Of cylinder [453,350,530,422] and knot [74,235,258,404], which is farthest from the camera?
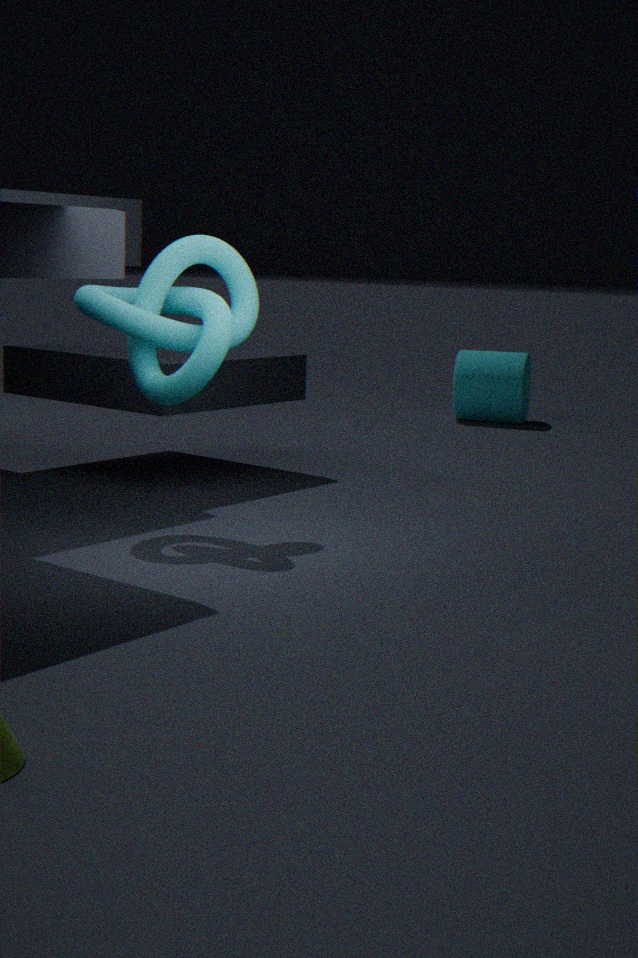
cylinder [453,350,530,422]
